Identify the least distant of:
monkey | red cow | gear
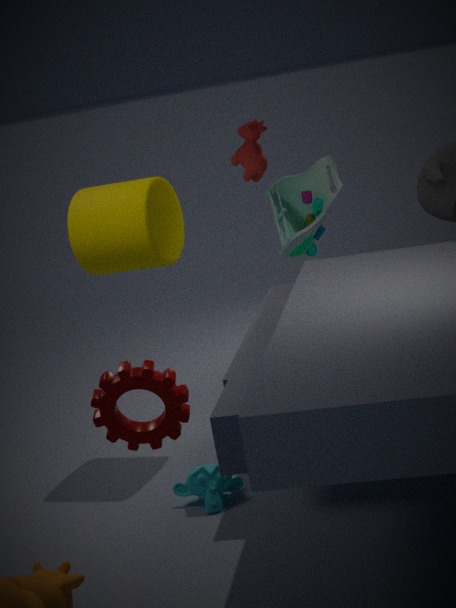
gear
